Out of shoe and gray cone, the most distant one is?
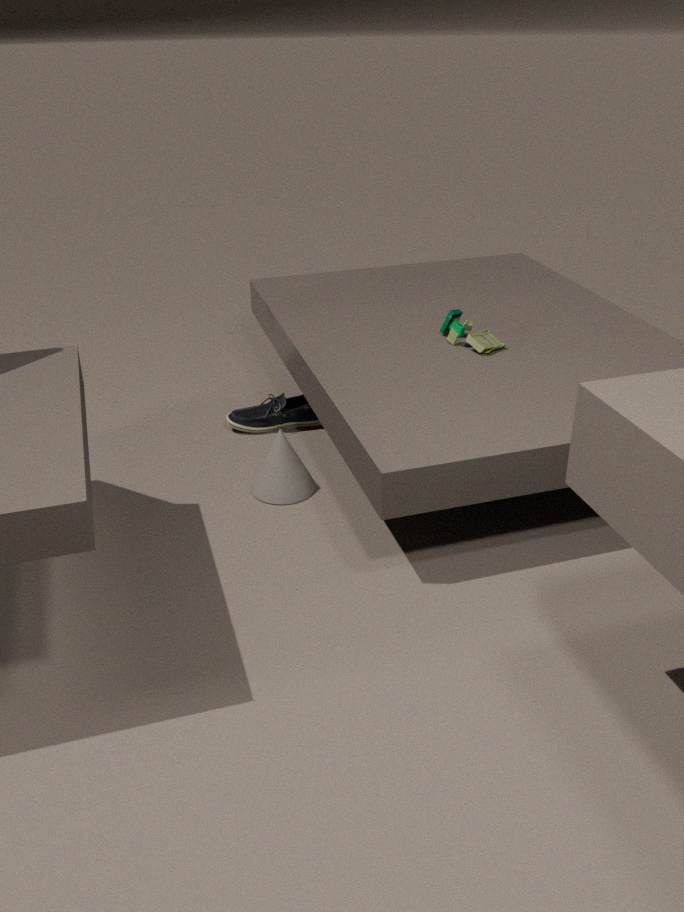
shoe
